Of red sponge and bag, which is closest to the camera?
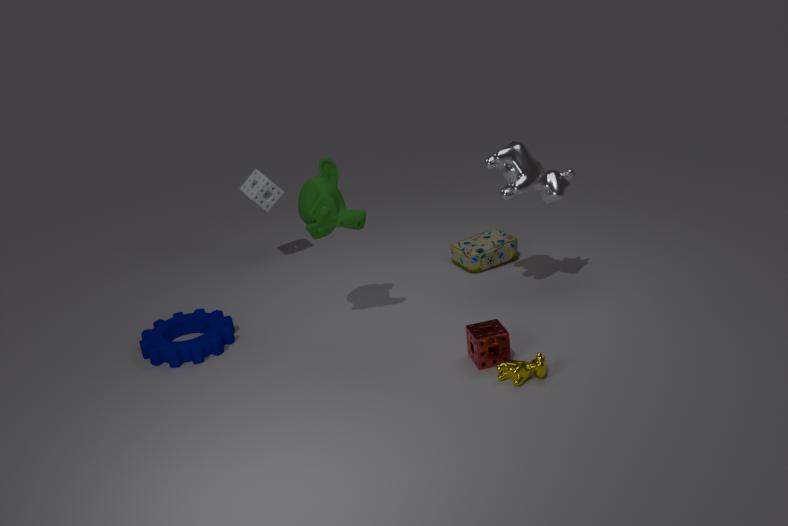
red sponge
